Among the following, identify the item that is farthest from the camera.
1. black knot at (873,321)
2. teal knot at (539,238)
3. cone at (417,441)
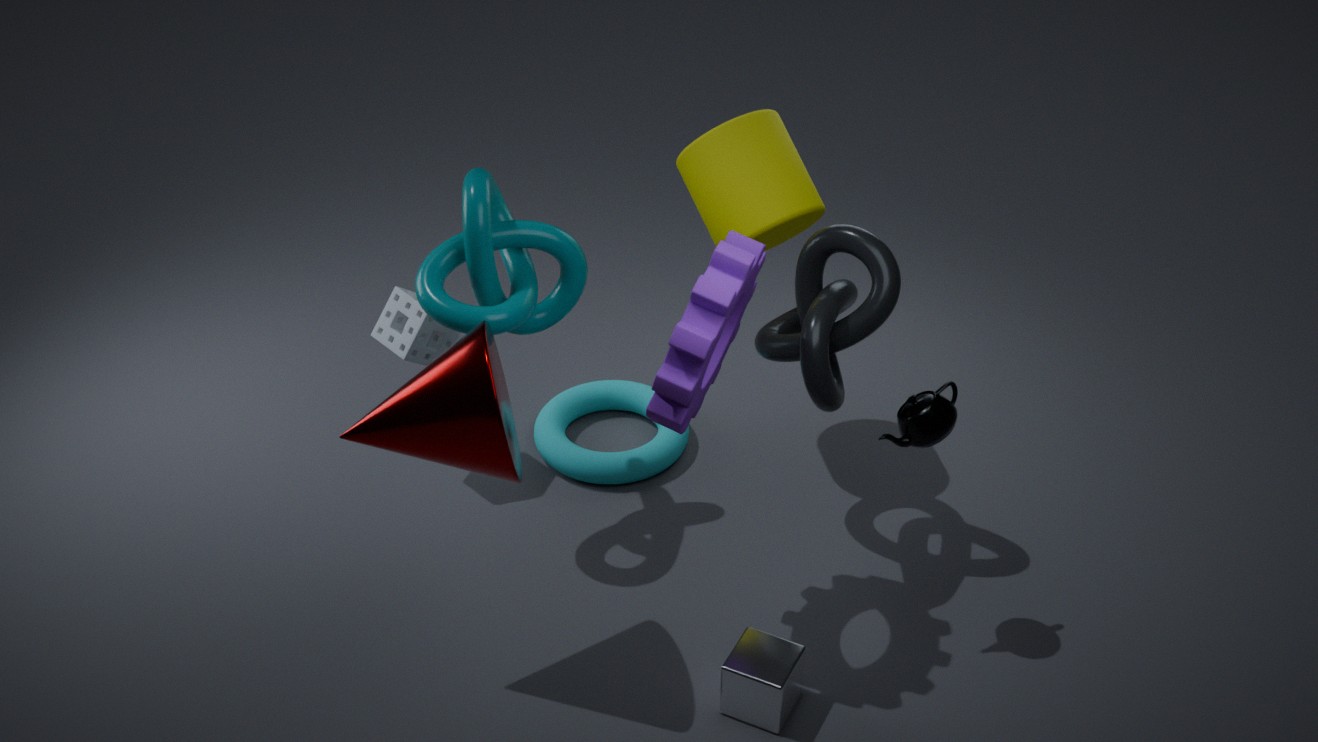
teal knot at (539,238)
